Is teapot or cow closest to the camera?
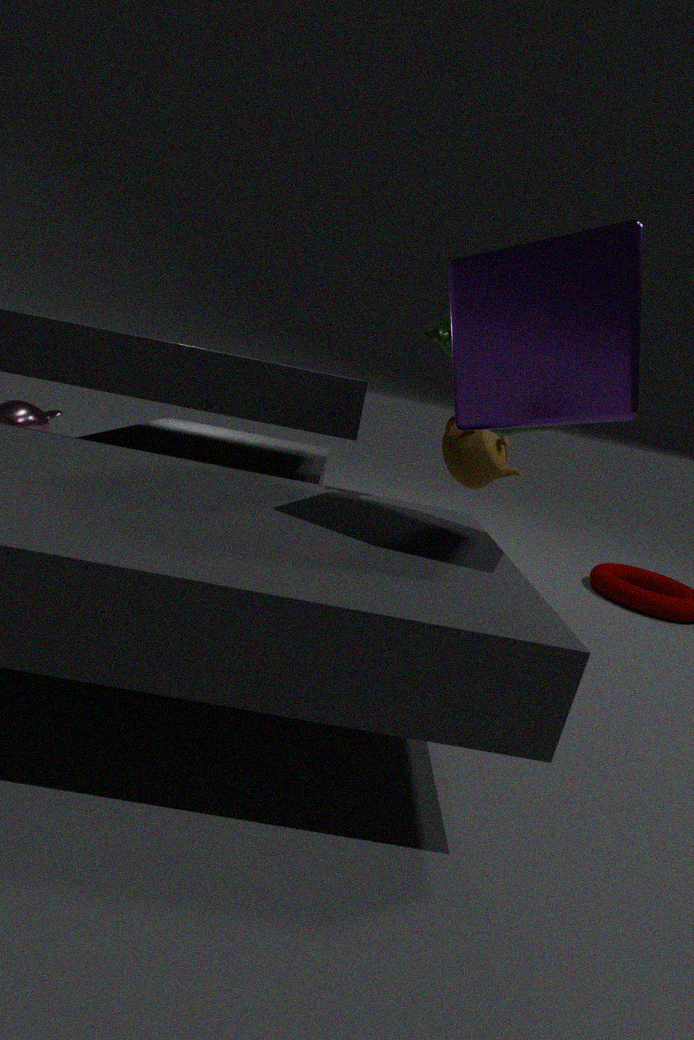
A: cow
